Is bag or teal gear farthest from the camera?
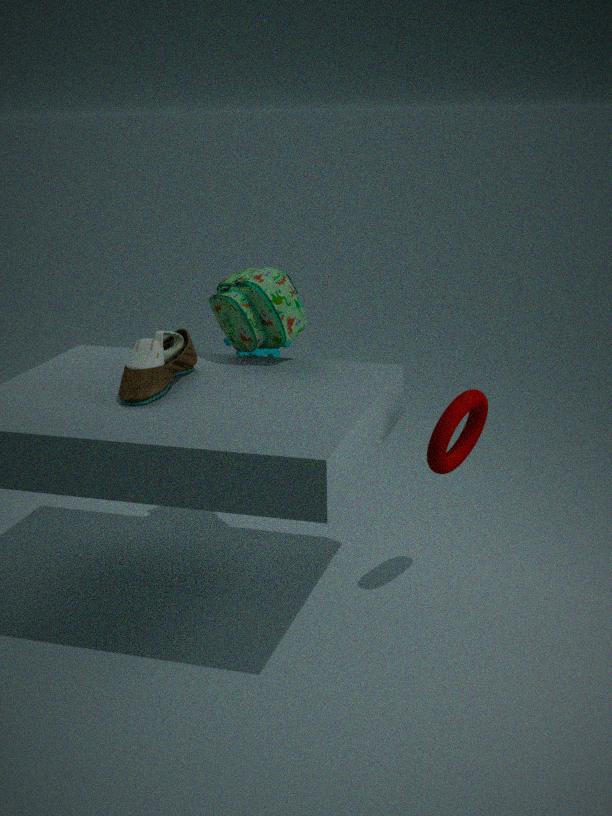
teal gear
